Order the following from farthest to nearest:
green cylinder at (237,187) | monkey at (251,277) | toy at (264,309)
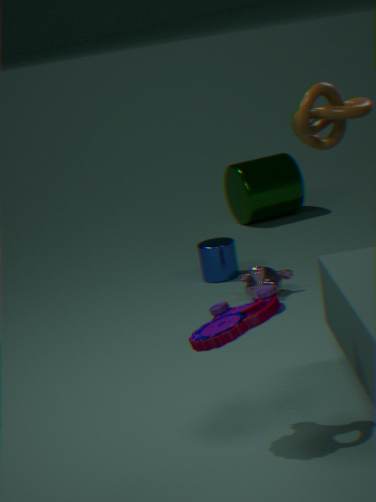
1. green cylinder at (237,187)
2. monkey at (251,277)
3. toy at (264,309)
